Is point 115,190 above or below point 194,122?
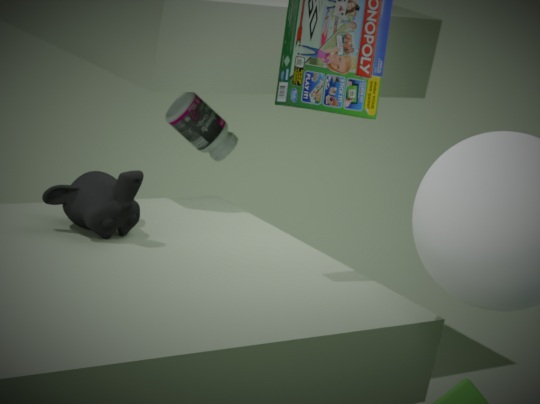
above
